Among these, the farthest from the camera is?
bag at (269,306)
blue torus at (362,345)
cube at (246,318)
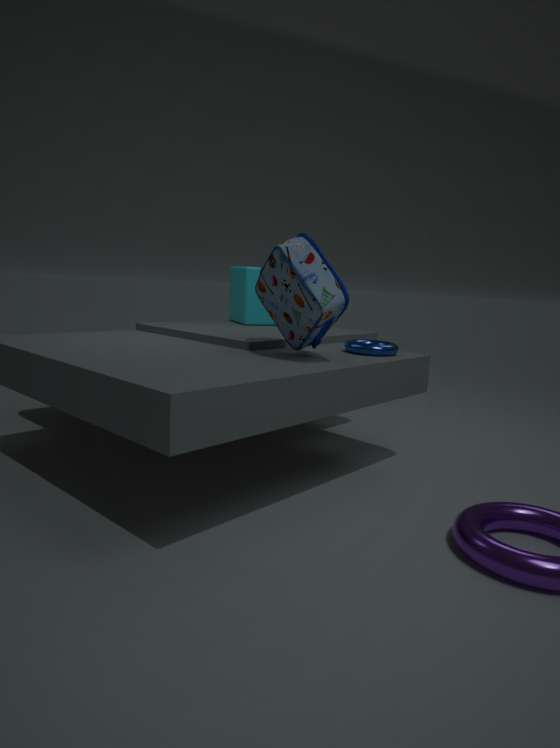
cube at (246,318)
